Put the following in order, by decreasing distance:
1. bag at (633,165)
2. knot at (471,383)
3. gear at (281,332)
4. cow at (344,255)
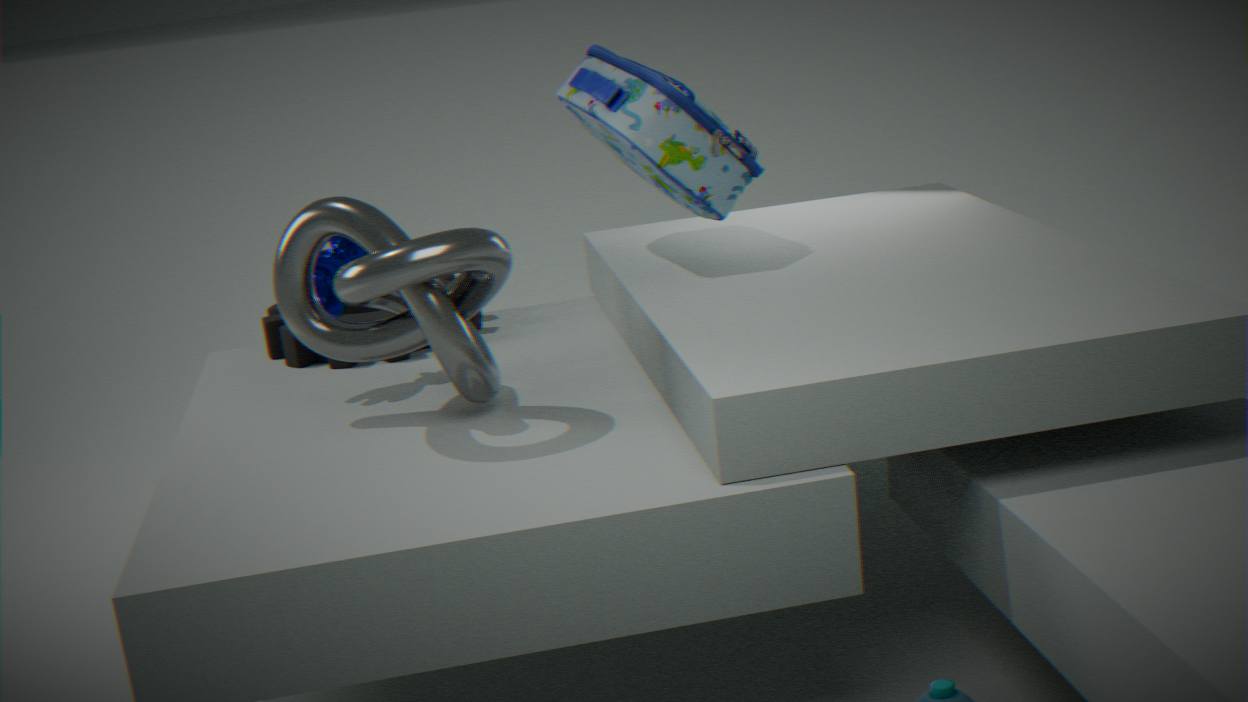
gear at (281,332) < bag at (633,165) < cow at (344,255) < knot at (471,383)
